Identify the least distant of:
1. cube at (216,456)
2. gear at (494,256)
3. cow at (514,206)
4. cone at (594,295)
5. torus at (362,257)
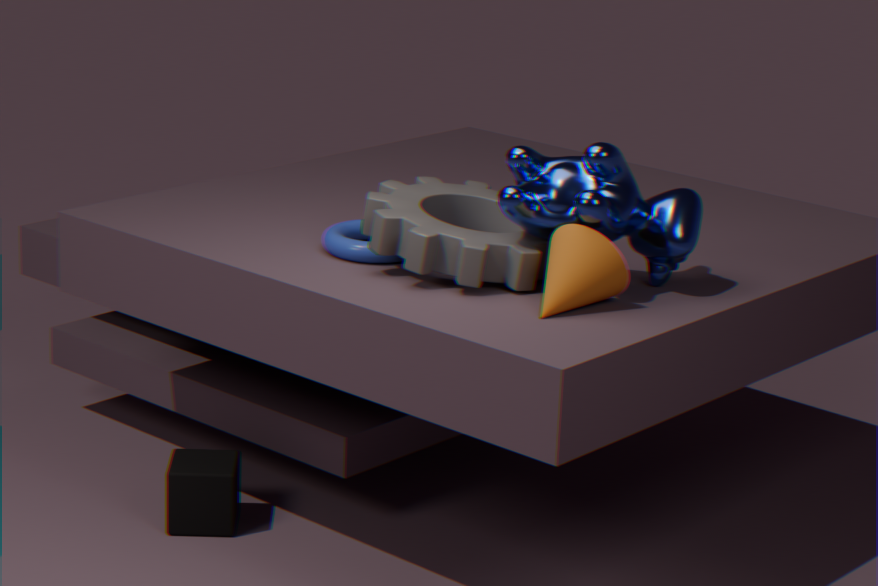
cone at (594,295)
